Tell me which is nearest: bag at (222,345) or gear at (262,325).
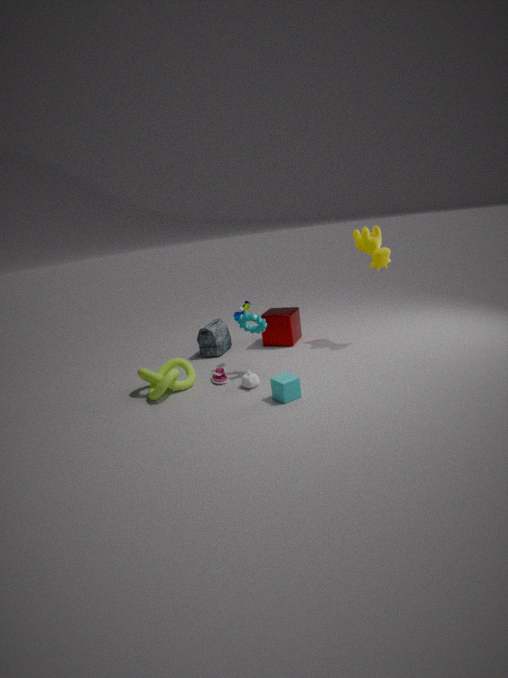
gear at (262,325)
